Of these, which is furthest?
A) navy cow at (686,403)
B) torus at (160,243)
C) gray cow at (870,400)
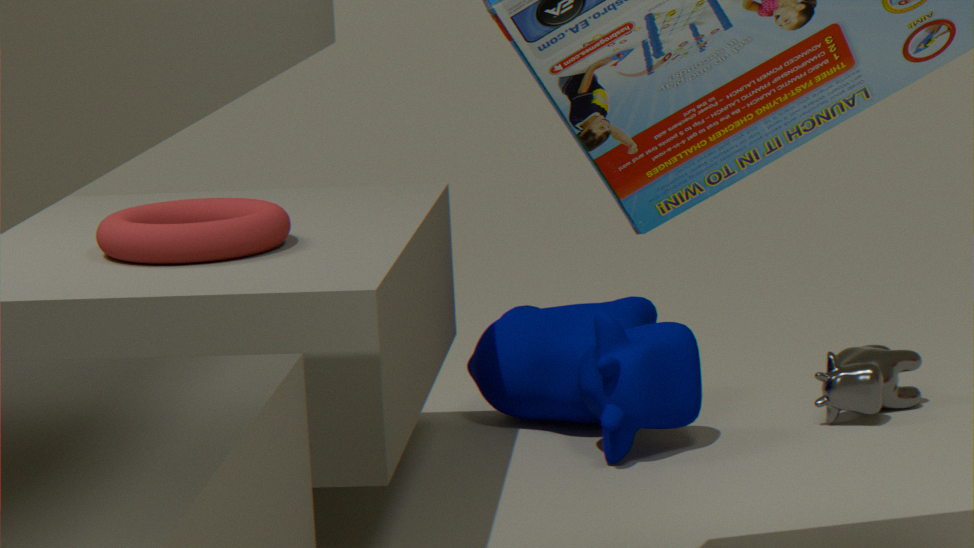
gray cow at (870,400)
